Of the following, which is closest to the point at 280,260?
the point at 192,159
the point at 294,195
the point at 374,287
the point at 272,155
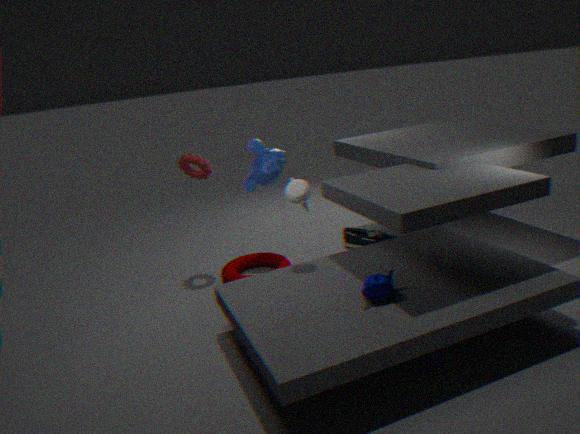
→ the point at 294,195
